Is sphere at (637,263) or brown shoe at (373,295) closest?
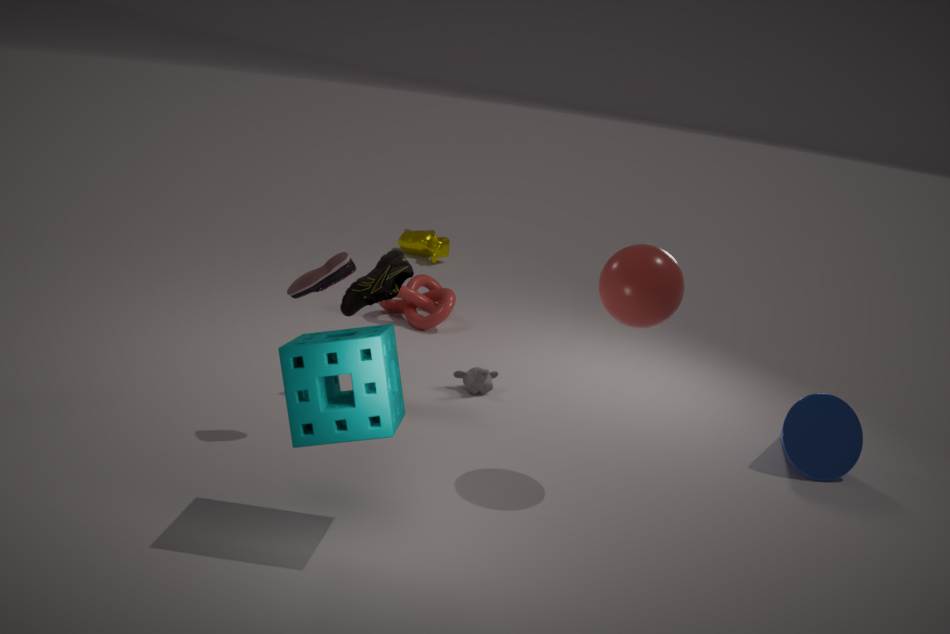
sphere at (637,263)
